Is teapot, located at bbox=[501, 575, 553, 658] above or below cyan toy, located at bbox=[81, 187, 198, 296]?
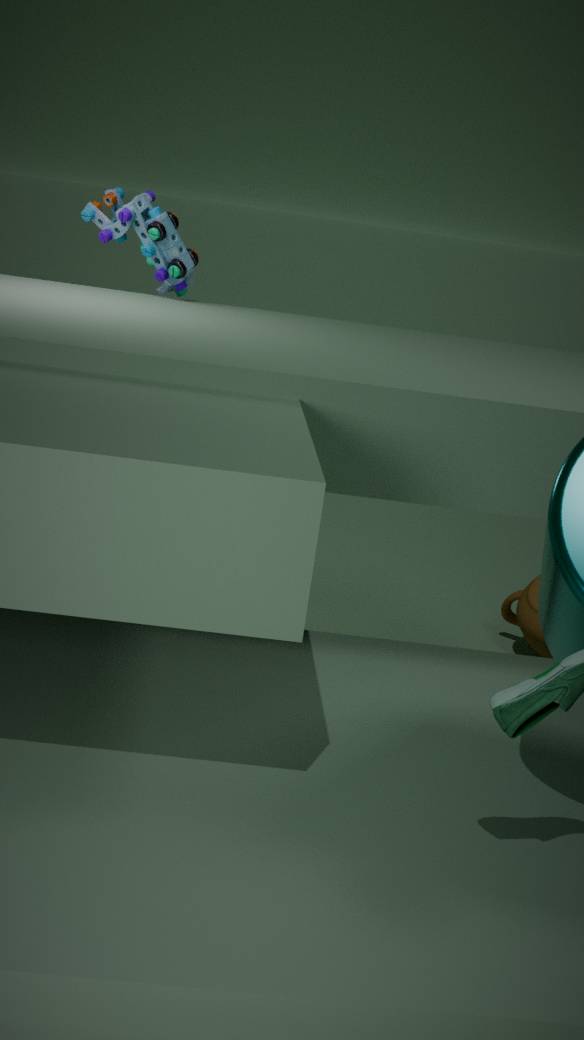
below
